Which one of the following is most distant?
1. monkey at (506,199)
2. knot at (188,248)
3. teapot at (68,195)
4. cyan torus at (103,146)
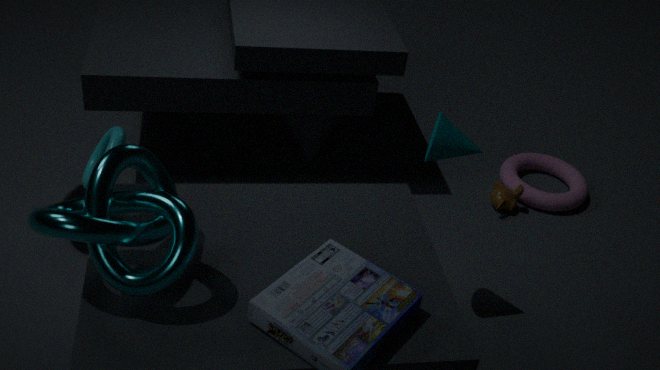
monkey at (506,199)
